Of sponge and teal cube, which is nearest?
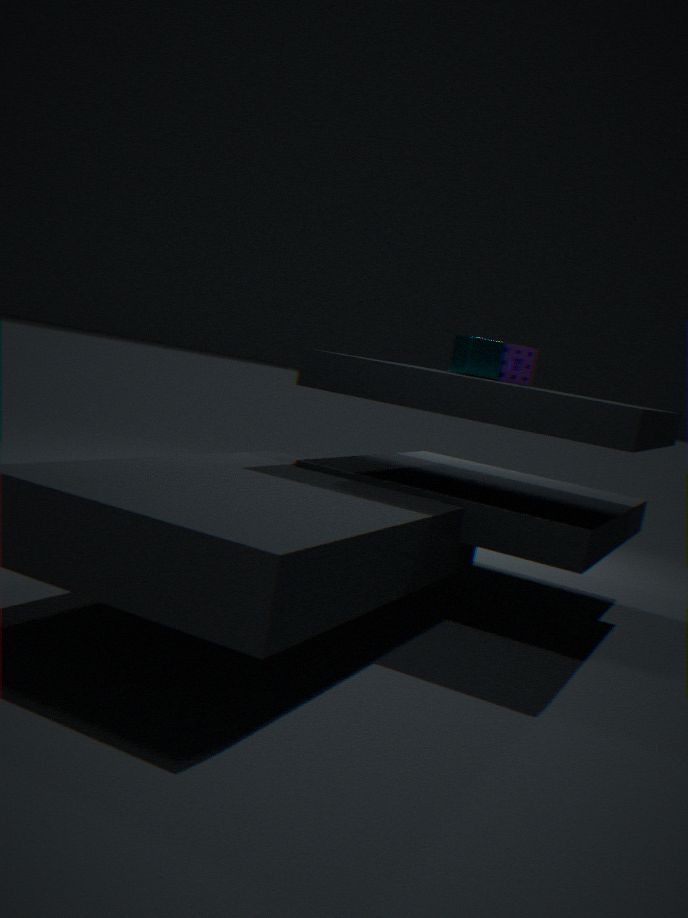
teal cube
